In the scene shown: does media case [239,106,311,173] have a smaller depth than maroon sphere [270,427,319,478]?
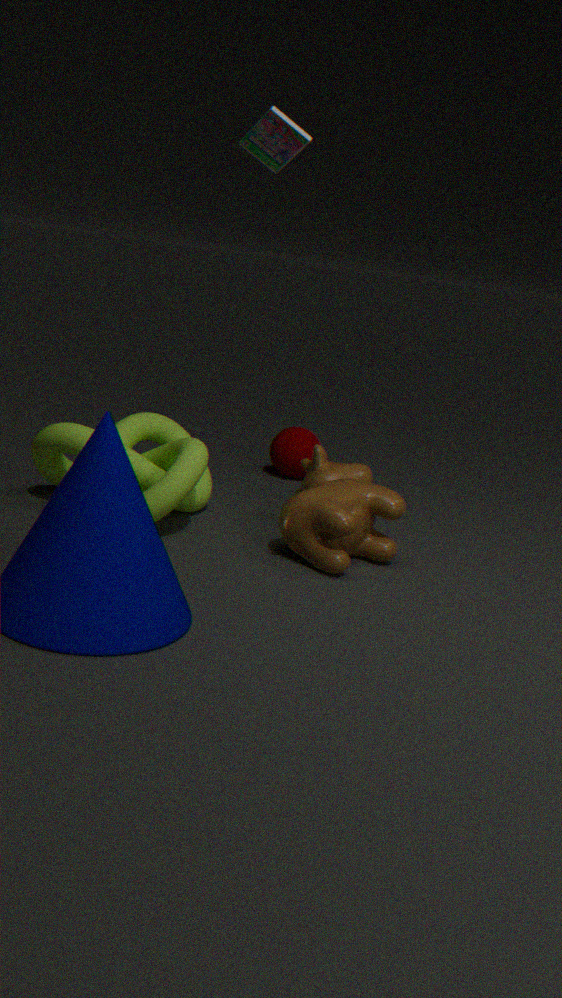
Yes
